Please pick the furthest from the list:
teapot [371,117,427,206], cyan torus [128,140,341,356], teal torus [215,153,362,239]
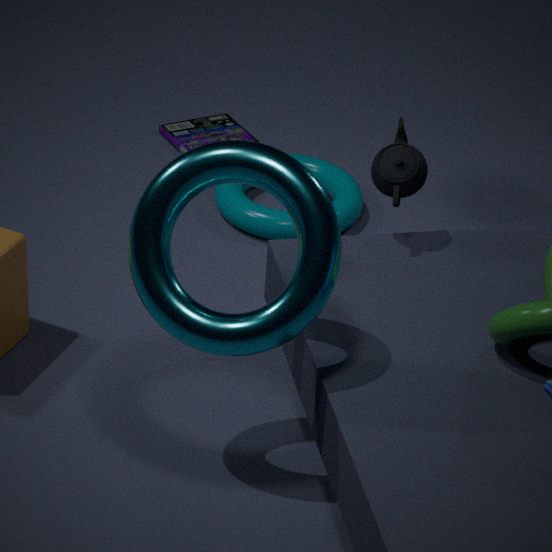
teal torus [215,153,362,239]
